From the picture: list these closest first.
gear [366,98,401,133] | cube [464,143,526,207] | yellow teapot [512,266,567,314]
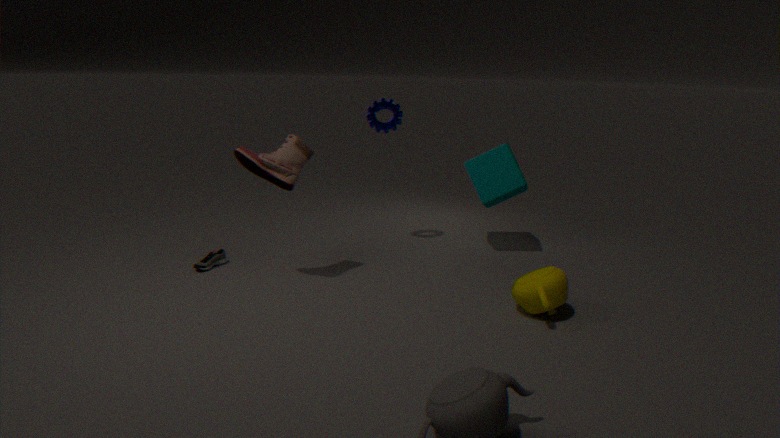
yellow teapot [512,266,567,314] < cube [464,143,526,207] < gear [366,98,401,133]
